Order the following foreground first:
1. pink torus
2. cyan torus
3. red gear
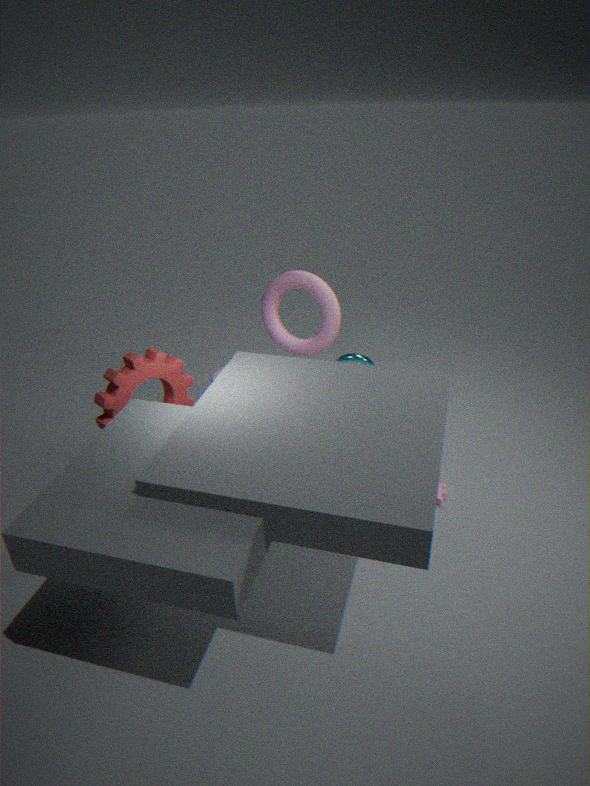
1. red gear
2. pink torus
3. cyan torus
